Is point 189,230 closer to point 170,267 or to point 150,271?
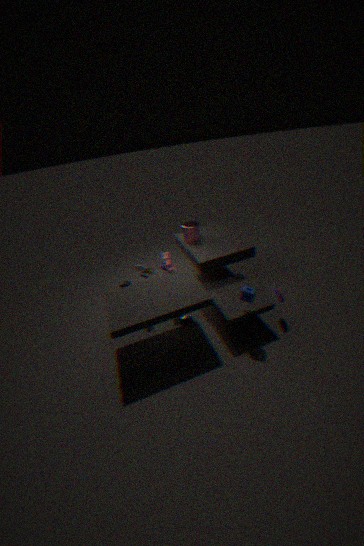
point 170,267
